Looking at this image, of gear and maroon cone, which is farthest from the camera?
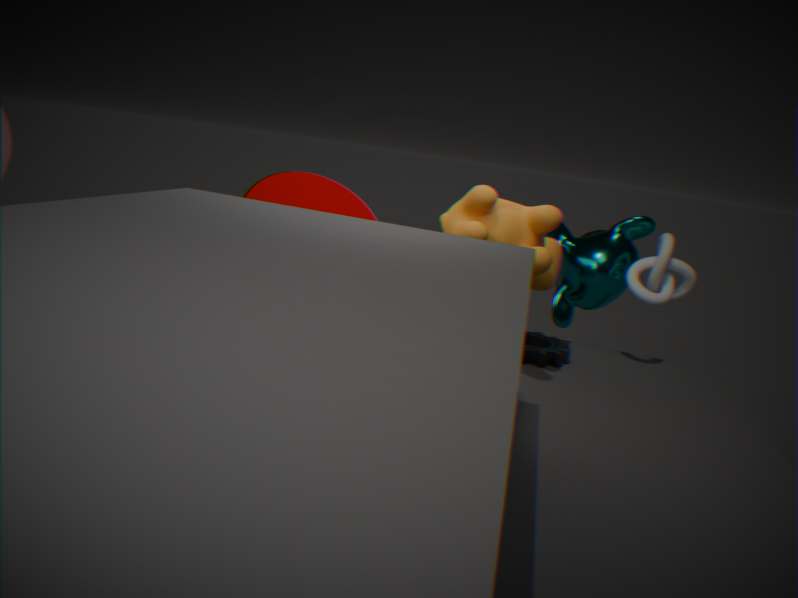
gear
